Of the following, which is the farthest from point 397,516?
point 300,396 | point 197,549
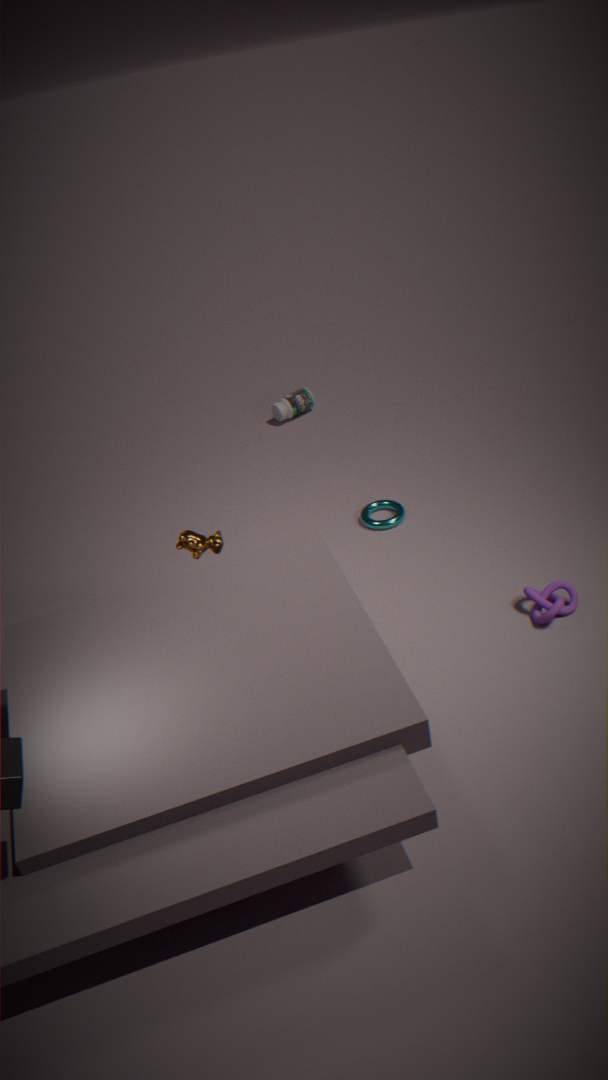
point 300,396
